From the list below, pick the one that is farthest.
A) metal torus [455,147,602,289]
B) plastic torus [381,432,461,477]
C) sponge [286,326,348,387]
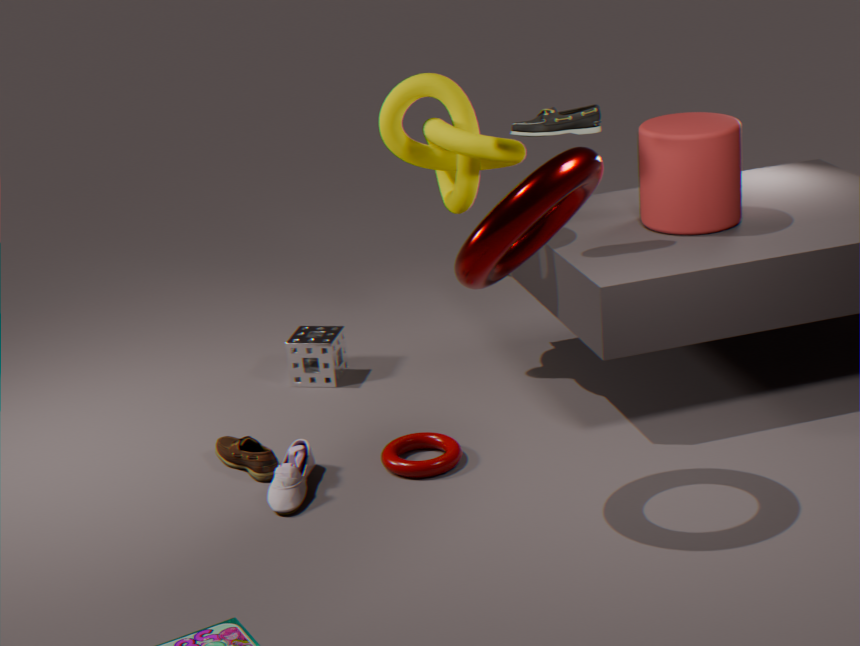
sponge [286,326,348,387]
